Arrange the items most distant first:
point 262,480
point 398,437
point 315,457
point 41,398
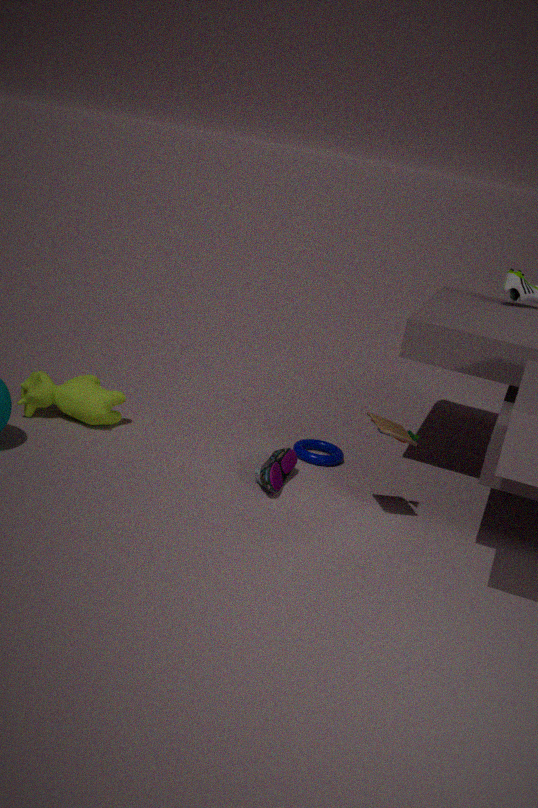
point 315,457 < point 41,398 < point 262,480 < point 398,437
